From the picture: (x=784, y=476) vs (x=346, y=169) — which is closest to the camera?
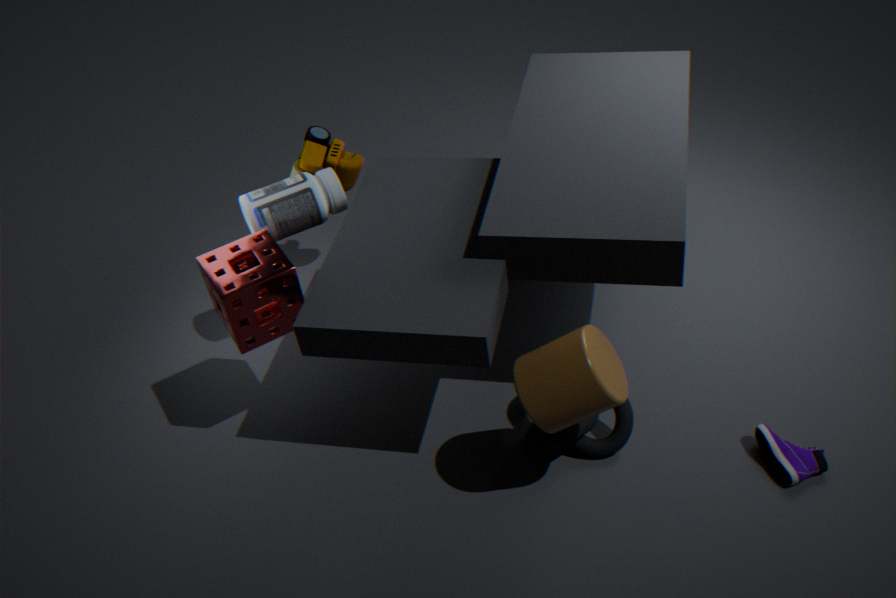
(x=784, y=476)
